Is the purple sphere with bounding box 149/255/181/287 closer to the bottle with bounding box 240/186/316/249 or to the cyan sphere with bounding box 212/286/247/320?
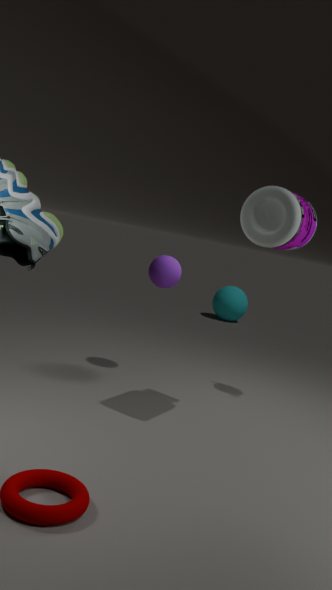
the bottle with bounding box 240/186/316/249
